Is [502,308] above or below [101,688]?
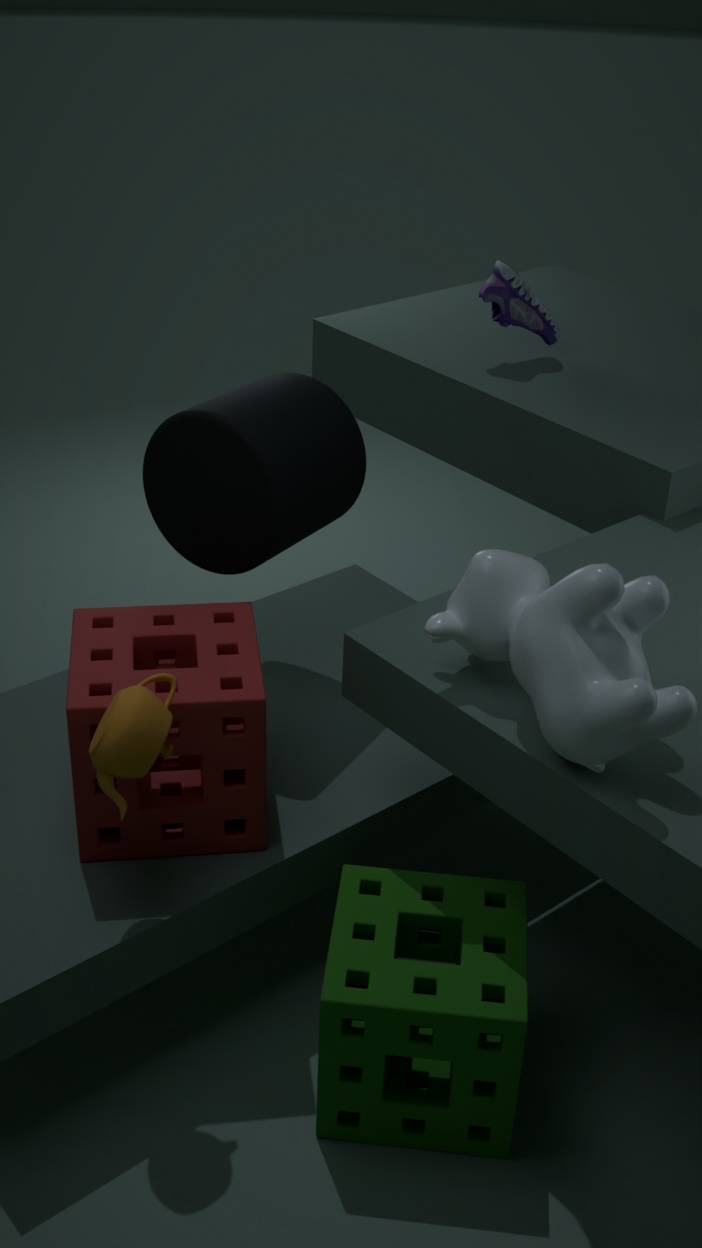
above
